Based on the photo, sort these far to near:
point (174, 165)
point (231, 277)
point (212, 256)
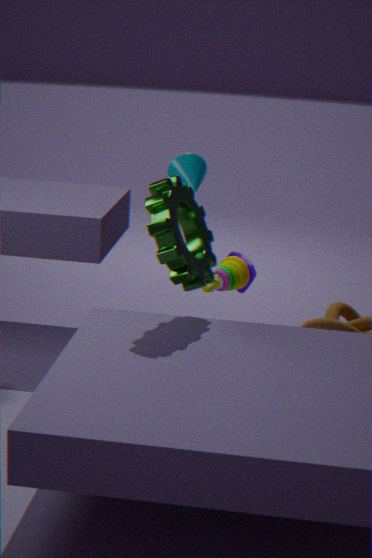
1. point (231, 277)
2. point (174, 165)
3. point (212, 256)
